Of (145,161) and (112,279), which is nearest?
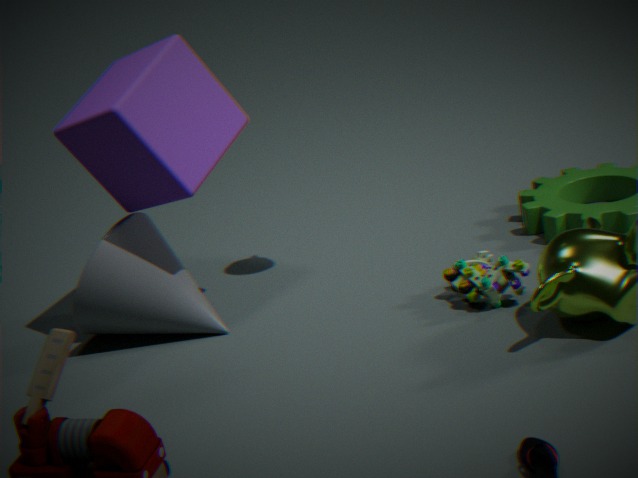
(145,161)
